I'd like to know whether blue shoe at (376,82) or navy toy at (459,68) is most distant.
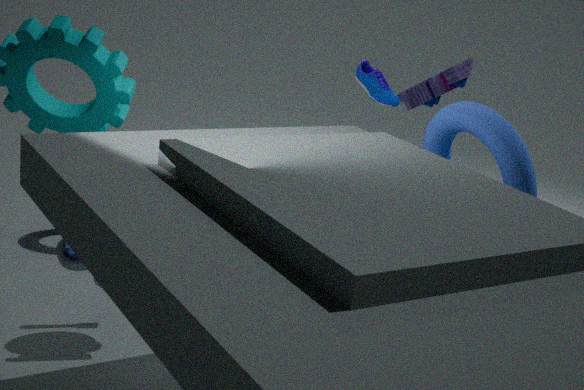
navy toy at (459,68)
